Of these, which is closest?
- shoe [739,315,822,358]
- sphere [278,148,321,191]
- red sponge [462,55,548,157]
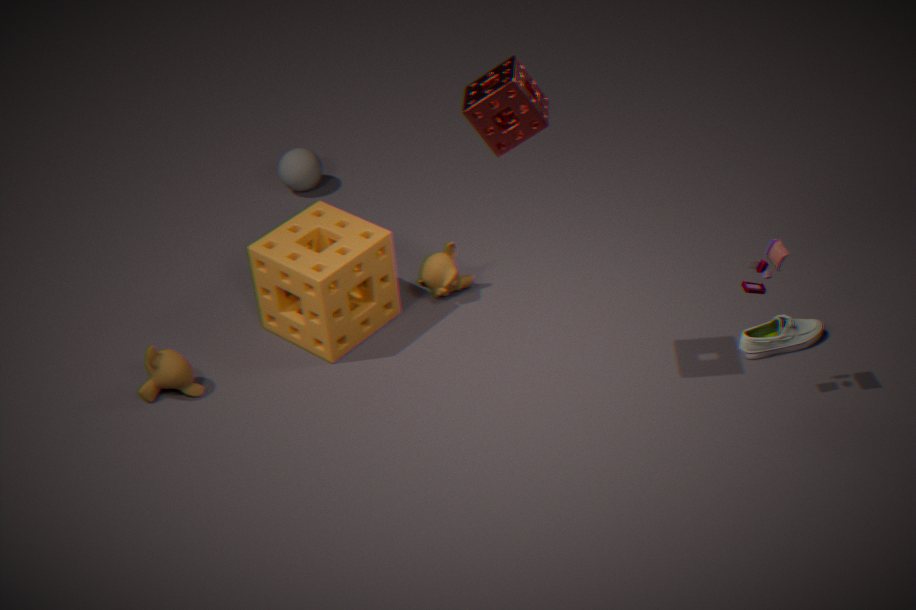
red sponge [462,55,548,157]
